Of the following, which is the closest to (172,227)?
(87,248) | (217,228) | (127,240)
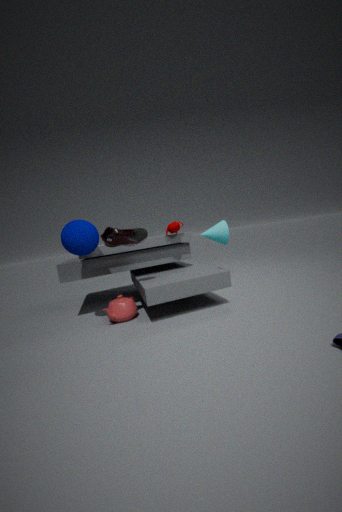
(127,240)
